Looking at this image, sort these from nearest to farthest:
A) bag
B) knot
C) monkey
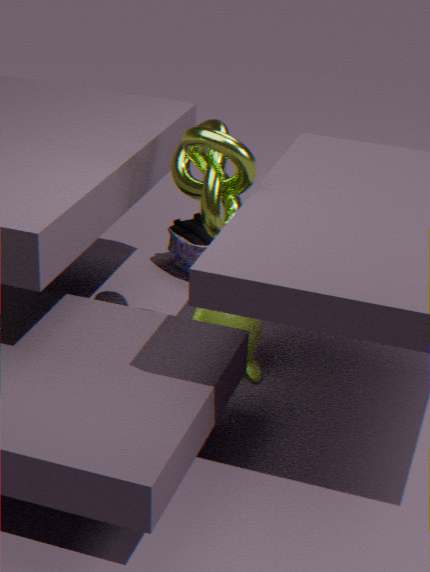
knot
monkey
bag
